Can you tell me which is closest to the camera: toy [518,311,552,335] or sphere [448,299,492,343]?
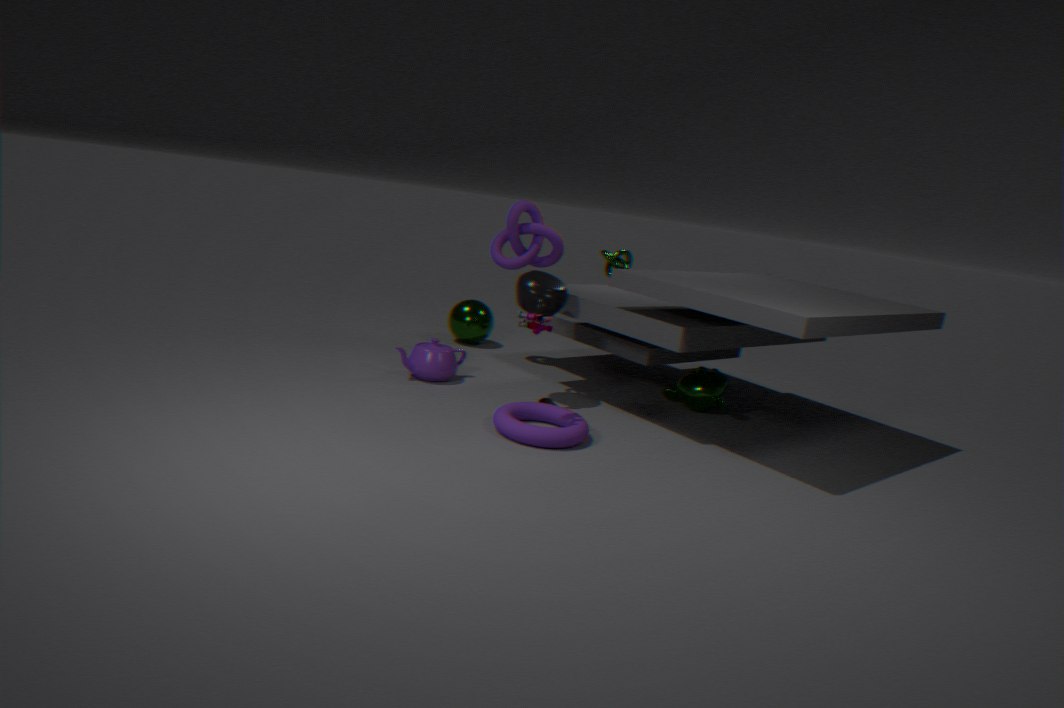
toy [518,311,552,335]
